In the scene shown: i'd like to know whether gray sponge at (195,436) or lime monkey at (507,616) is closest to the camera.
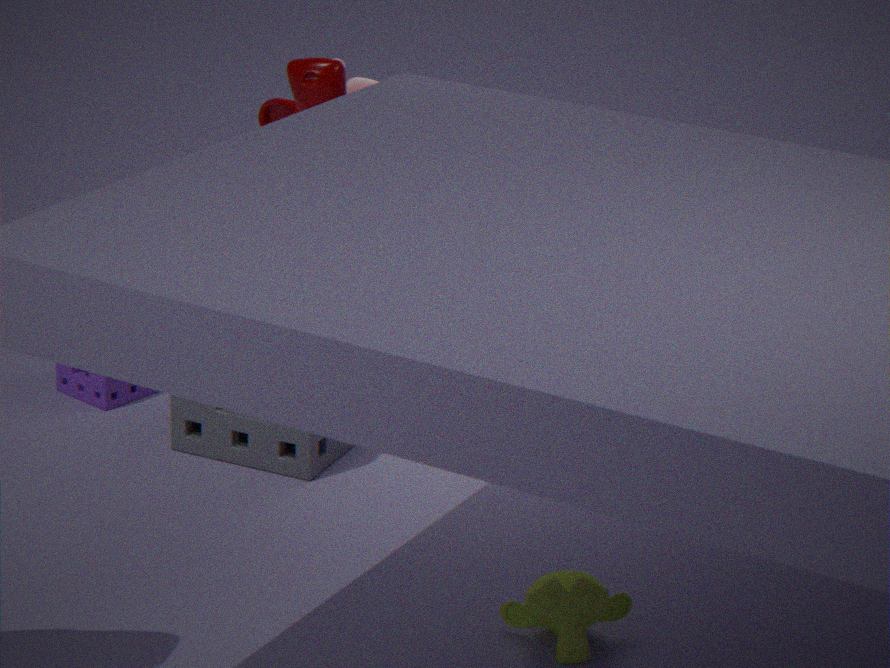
lime monkey at (507,616)
